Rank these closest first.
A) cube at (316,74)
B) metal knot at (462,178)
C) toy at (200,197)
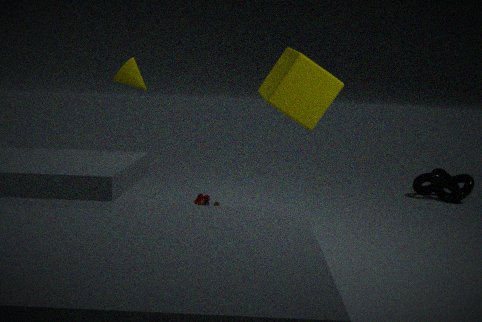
cube at (316,74) < toy at (200,197) < metal knot at (462,178)
